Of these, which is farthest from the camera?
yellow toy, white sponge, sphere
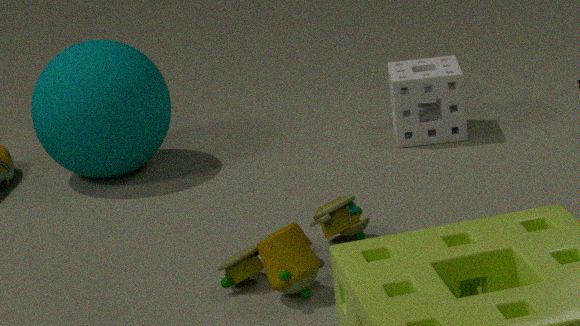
white sponge
